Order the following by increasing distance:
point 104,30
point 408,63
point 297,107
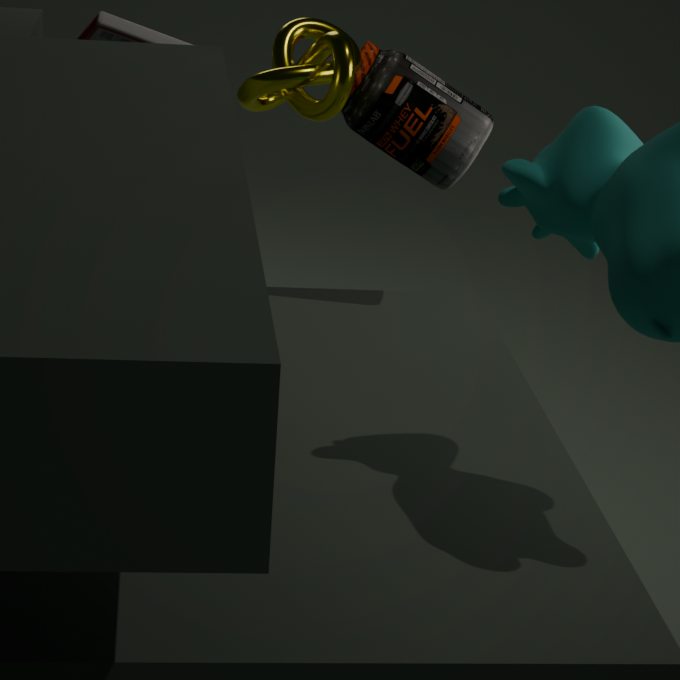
point 297,107, point 408,63, point 104,30
